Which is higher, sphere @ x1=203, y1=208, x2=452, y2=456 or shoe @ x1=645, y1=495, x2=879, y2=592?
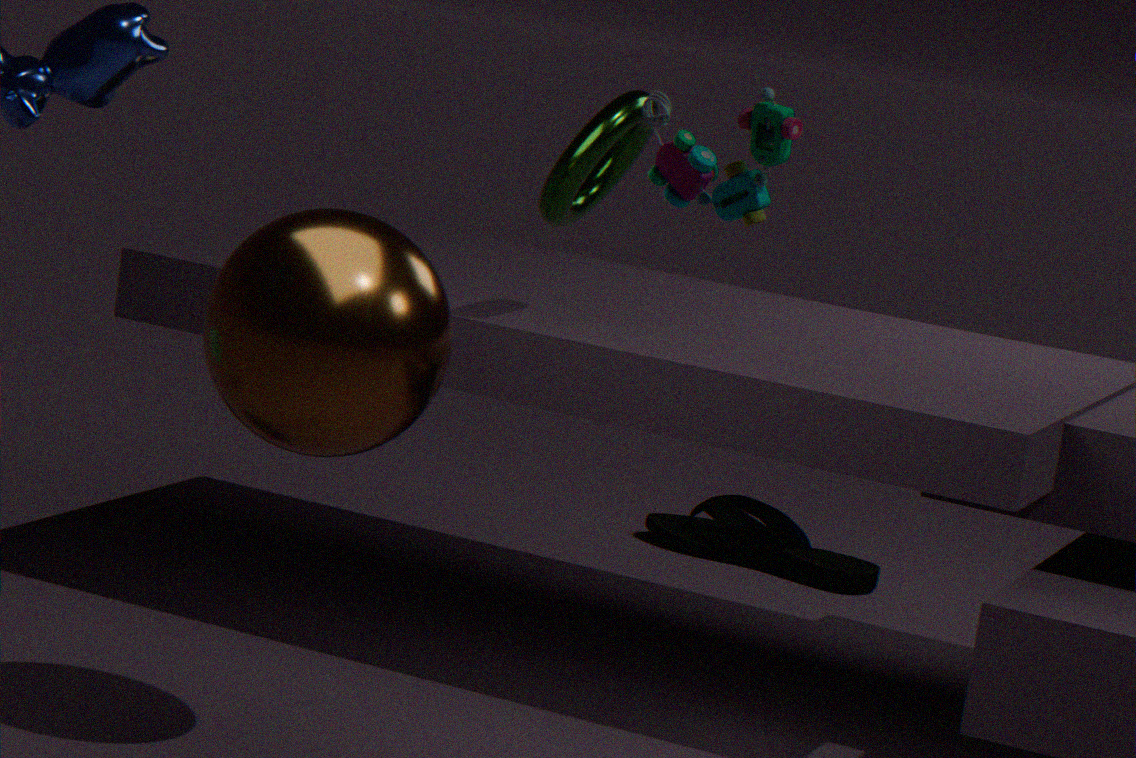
sphere @ x1=203, y1=208, x2=452, y2=456
